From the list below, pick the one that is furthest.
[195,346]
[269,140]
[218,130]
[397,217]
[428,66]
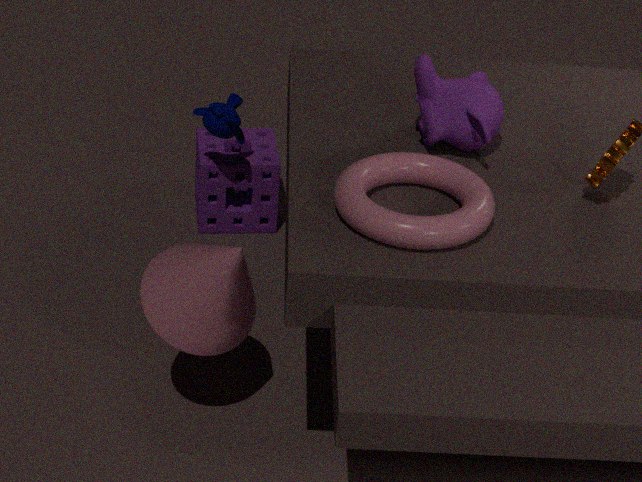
[269,140]
